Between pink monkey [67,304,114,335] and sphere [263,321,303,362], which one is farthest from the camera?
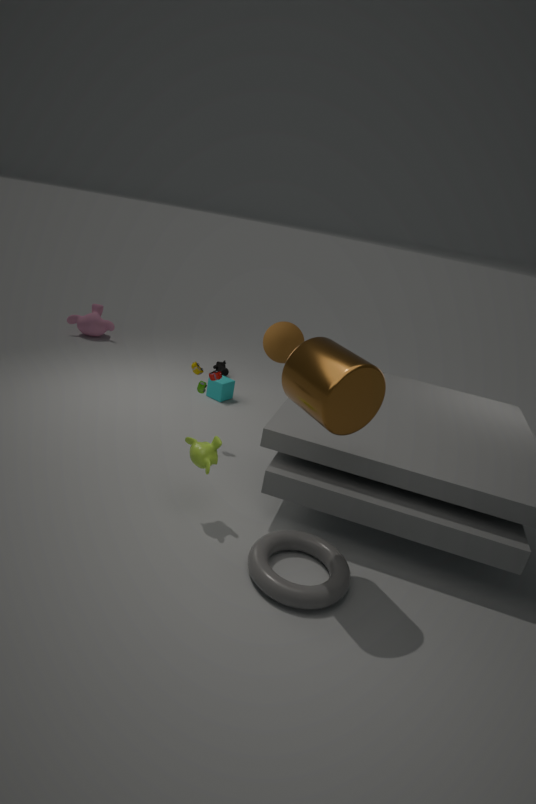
pink monkey [67,304,114,335]
